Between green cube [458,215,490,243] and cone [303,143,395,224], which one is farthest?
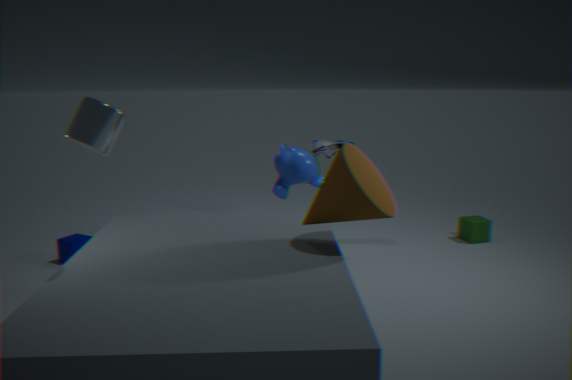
green cube [458,215,490,243]
